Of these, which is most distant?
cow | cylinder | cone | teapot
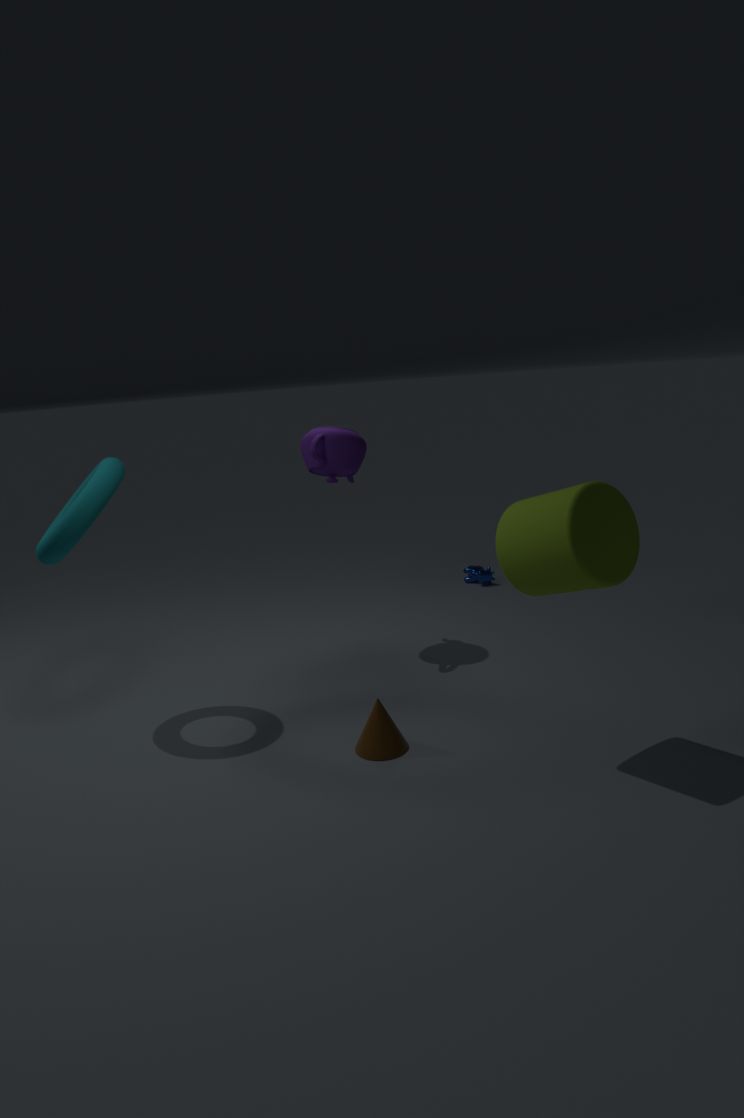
cow
